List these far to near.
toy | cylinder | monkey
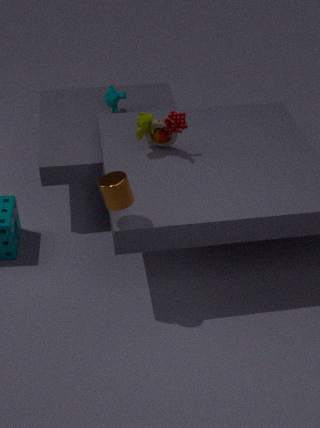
monkey, toy, cylinder
